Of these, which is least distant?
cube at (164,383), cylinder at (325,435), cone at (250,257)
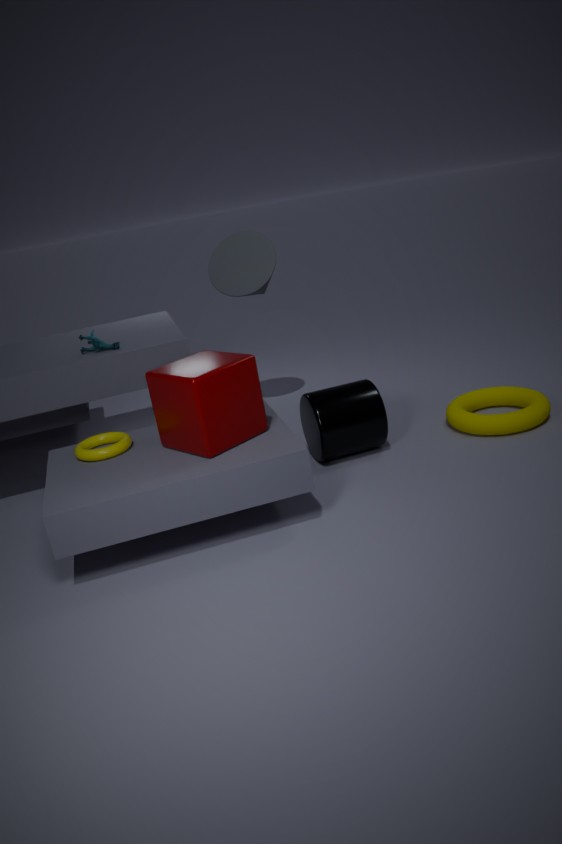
cube at (164,383)
